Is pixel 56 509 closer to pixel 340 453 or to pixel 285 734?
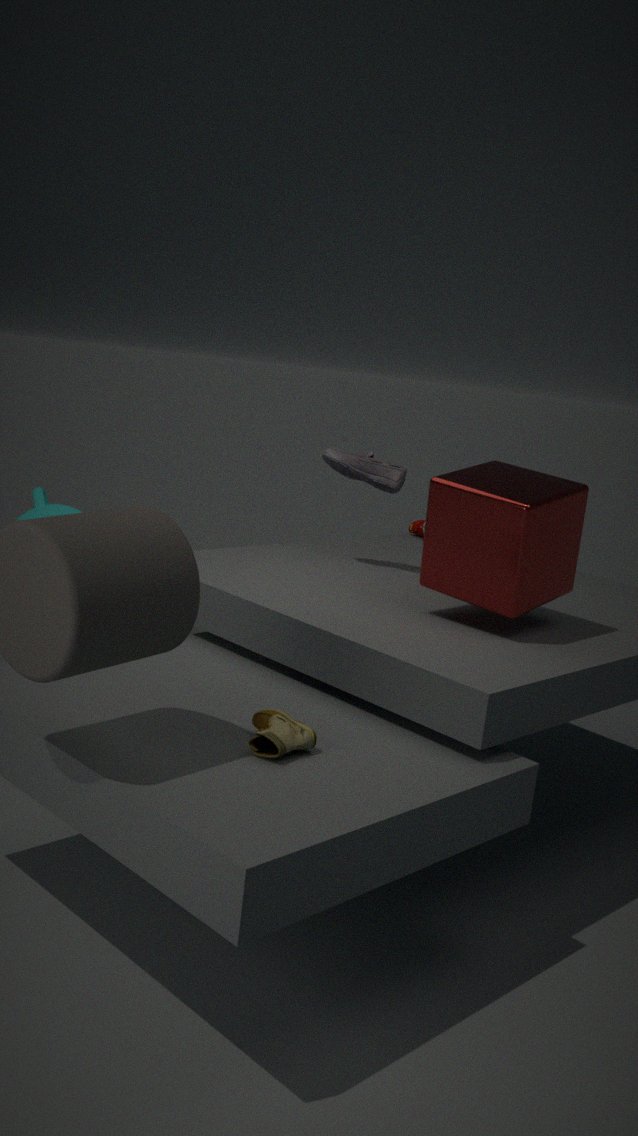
pixel 340 453
